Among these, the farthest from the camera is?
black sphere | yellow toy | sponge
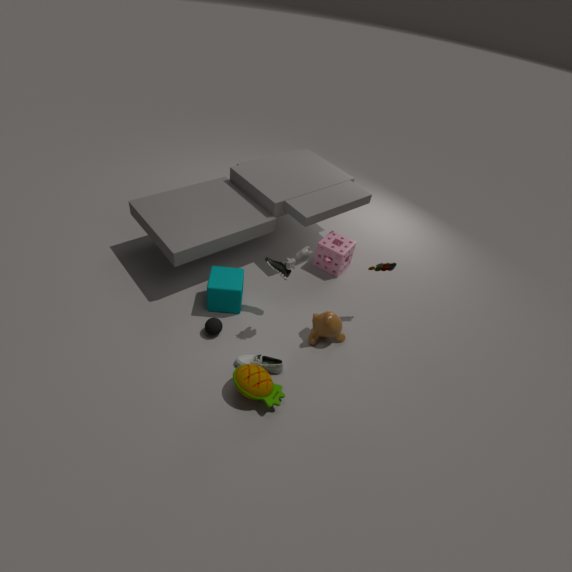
sponge
